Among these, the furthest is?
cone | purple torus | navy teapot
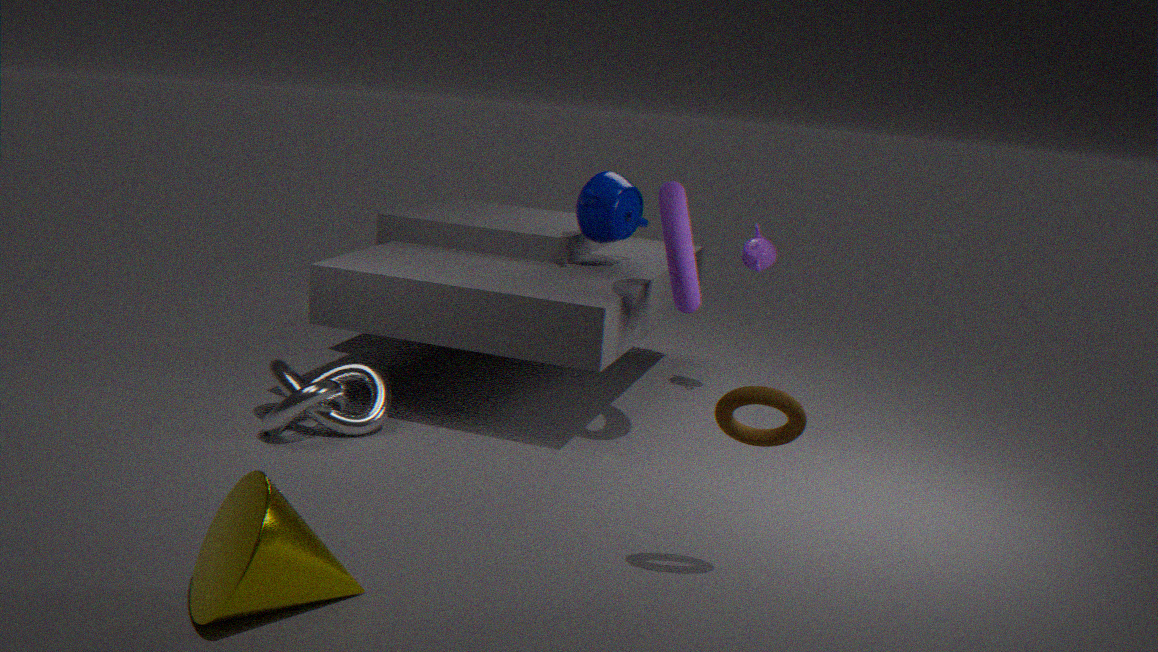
navy teapot
